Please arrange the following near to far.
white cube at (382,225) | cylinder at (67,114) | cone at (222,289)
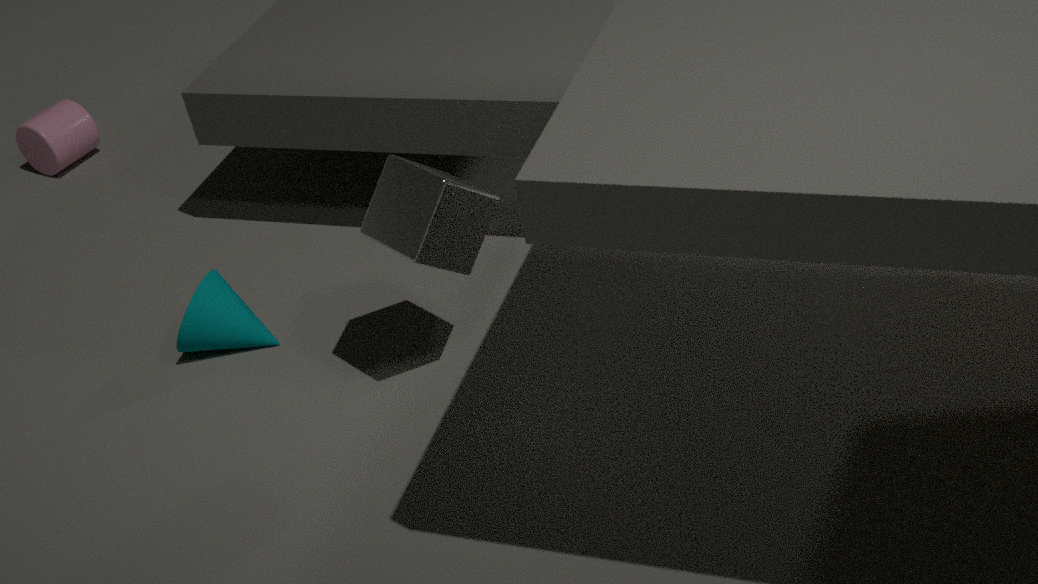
white cube at (382,225) → cone at (222,289) → cylinder at (67,114)
